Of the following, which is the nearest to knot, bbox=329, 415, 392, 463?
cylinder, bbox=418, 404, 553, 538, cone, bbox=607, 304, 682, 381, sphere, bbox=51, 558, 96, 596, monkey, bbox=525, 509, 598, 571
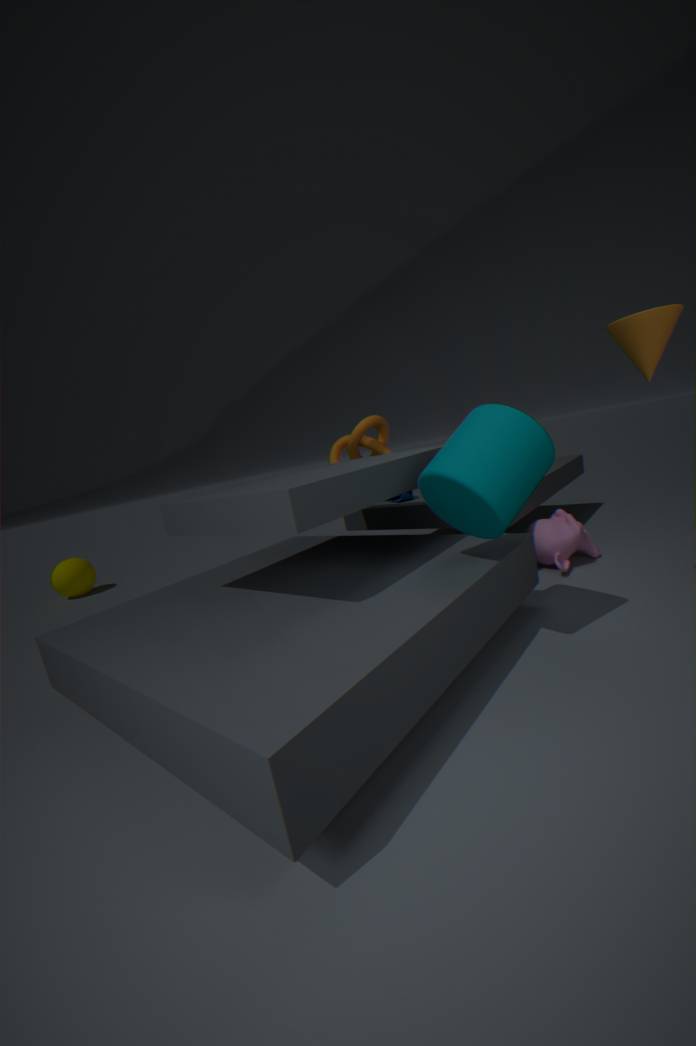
monkey, bbox=525, 509, 598, 571
